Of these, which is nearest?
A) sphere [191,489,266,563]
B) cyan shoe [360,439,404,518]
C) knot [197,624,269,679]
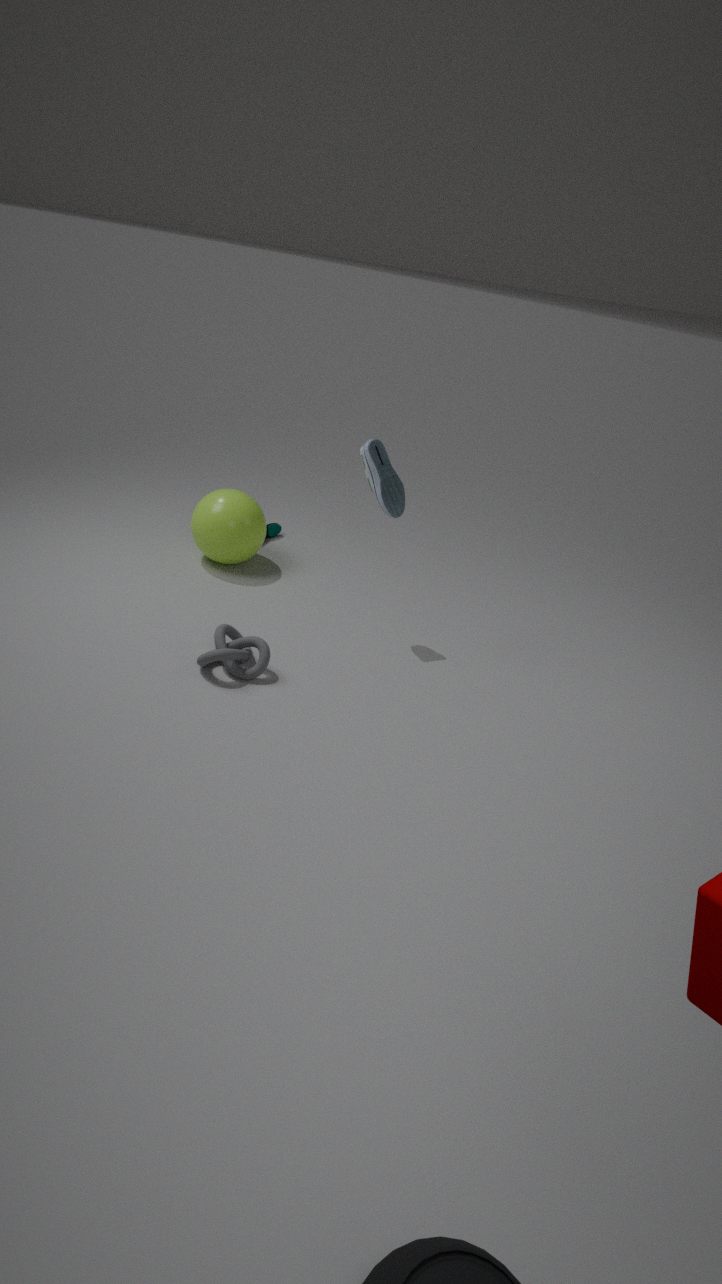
knot [197,624,269,679]
